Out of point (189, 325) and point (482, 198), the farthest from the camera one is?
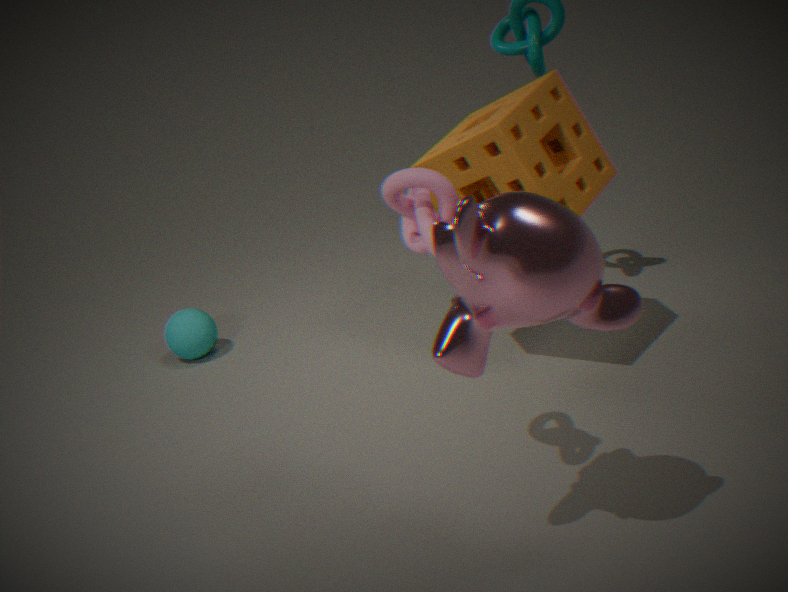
point (189, 325)
